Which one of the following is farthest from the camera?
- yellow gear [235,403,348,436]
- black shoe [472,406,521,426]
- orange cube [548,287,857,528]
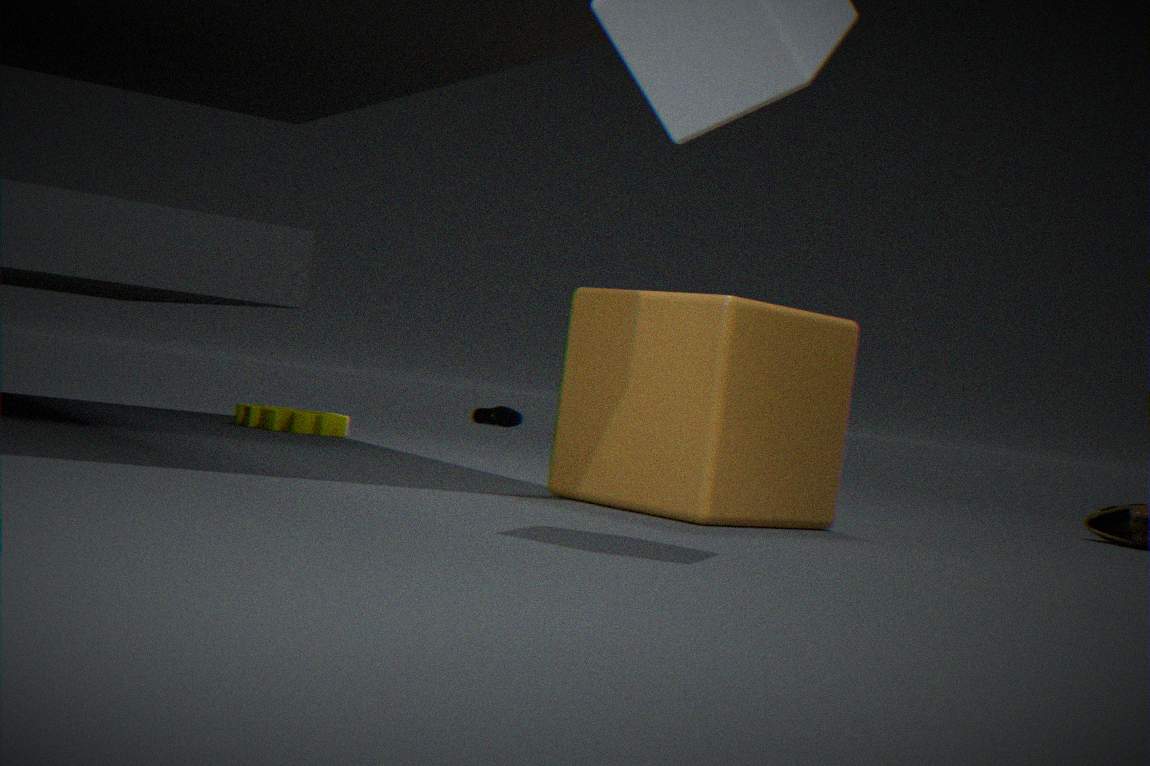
black shoe [472,406,521,426]
